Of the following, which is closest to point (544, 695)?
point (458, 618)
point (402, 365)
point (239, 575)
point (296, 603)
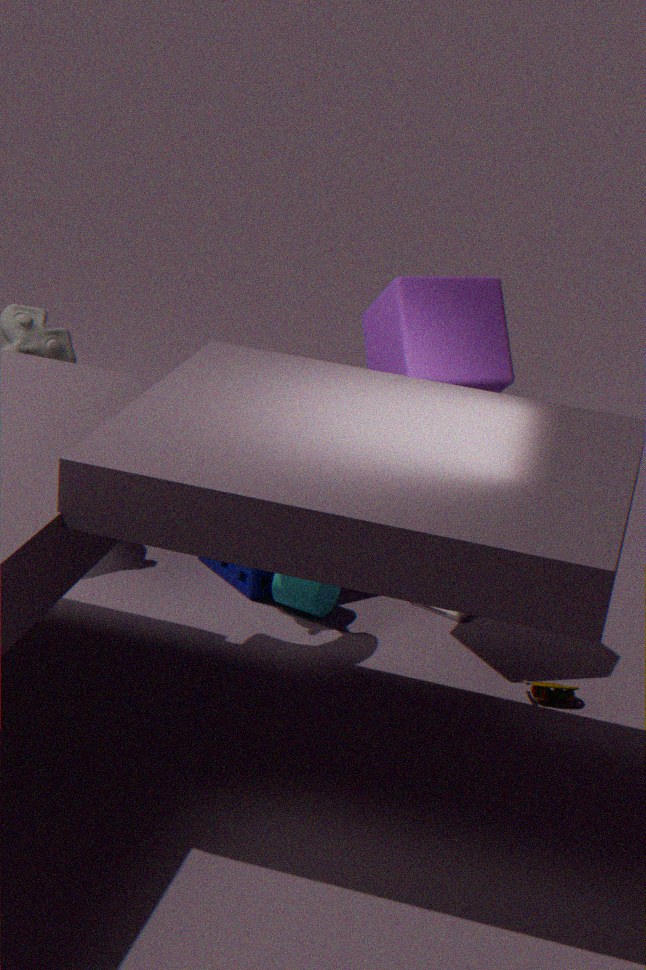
point (458, 618)
